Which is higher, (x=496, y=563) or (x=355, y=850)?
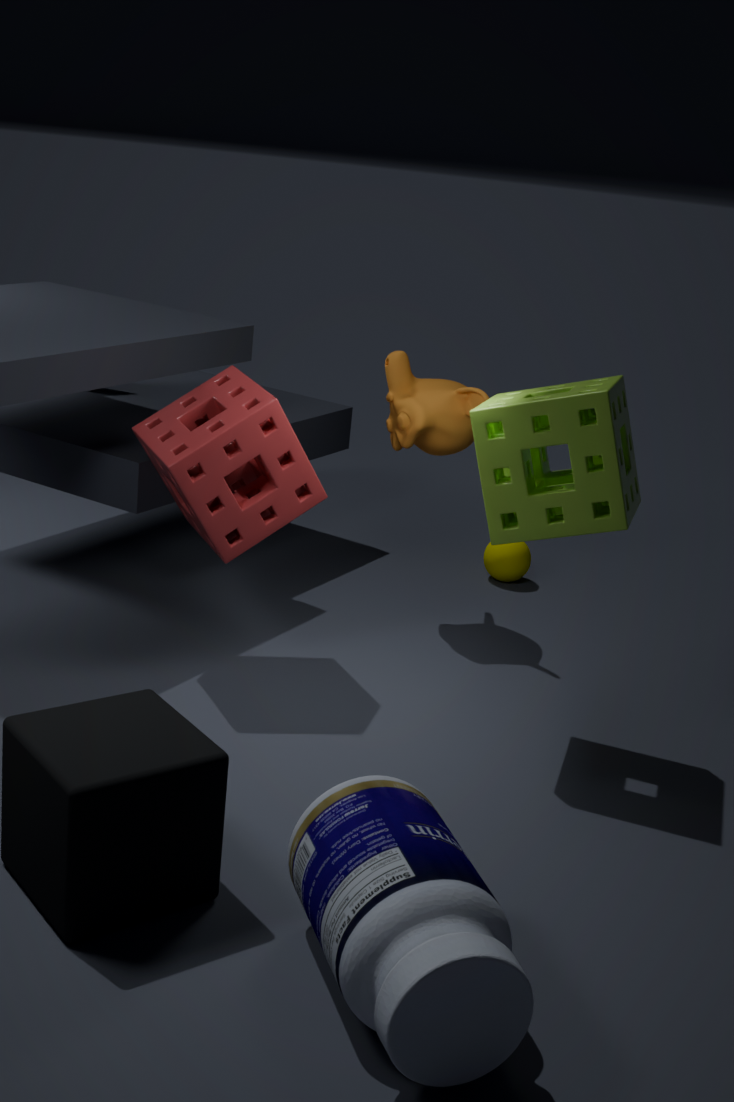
(x=355, y=850)
